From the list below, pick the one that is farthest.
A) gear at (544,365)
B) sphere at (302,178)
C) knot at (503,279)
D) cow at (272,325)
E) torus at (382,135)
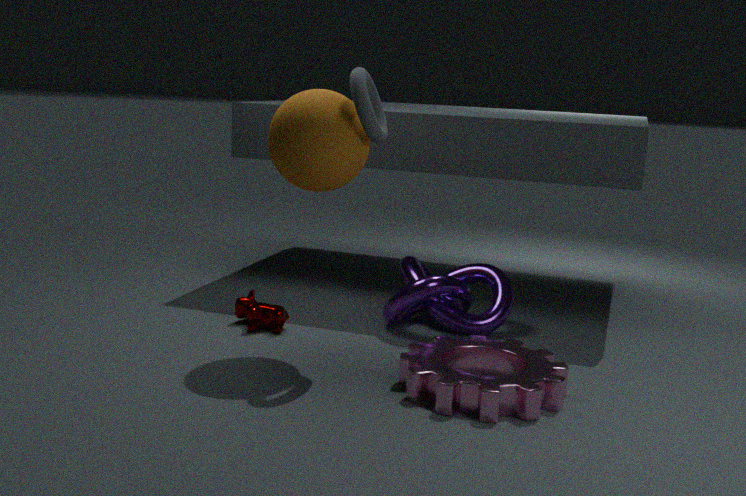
cow at (272,325)
